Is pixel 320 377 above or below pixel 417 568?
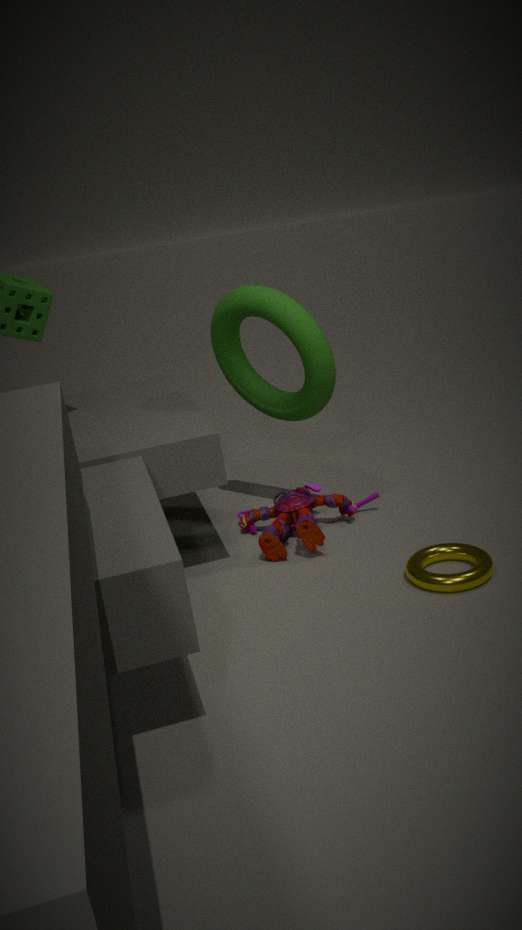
above
